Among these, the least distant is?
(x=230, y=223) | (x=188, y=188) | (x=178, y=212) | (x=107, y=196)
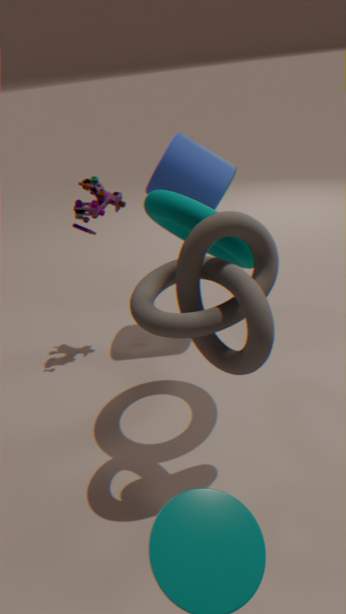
(x=230, y=223)
